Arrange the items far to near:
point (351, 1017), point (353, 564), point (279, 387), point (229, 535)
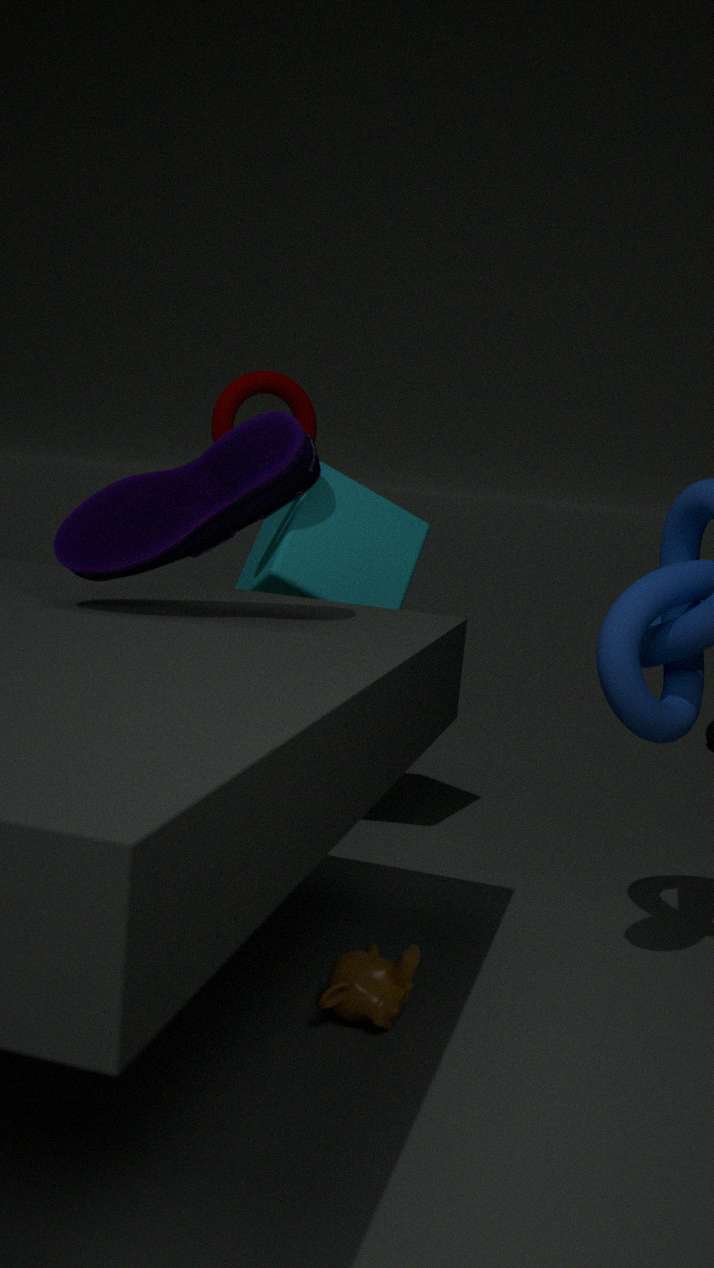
point (353, 564), point (279, 387), point (351, 1017), point (229, 535)
